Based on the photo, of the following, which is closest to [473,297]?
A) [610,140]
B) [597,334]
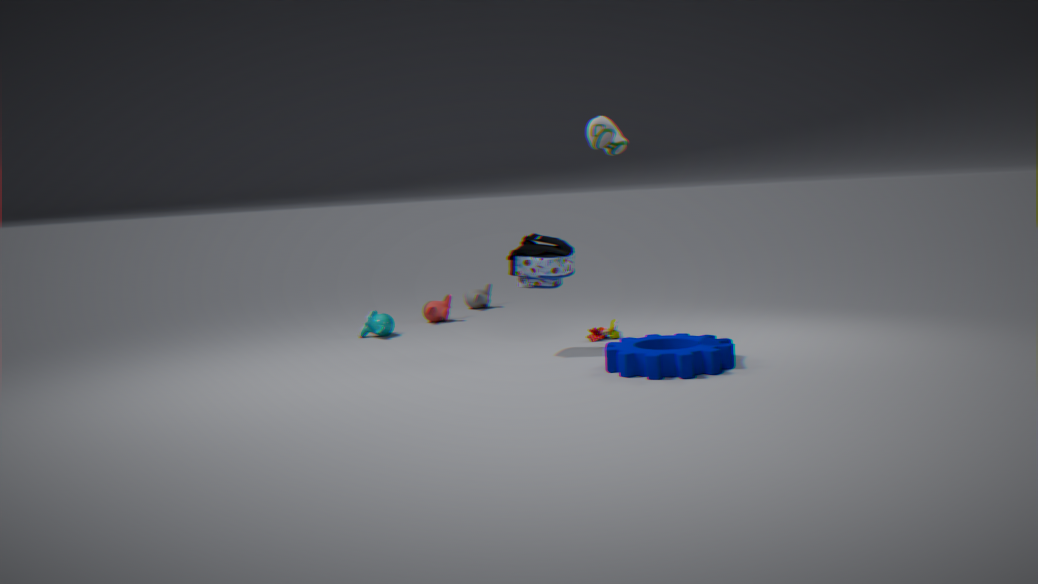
[597,334]
